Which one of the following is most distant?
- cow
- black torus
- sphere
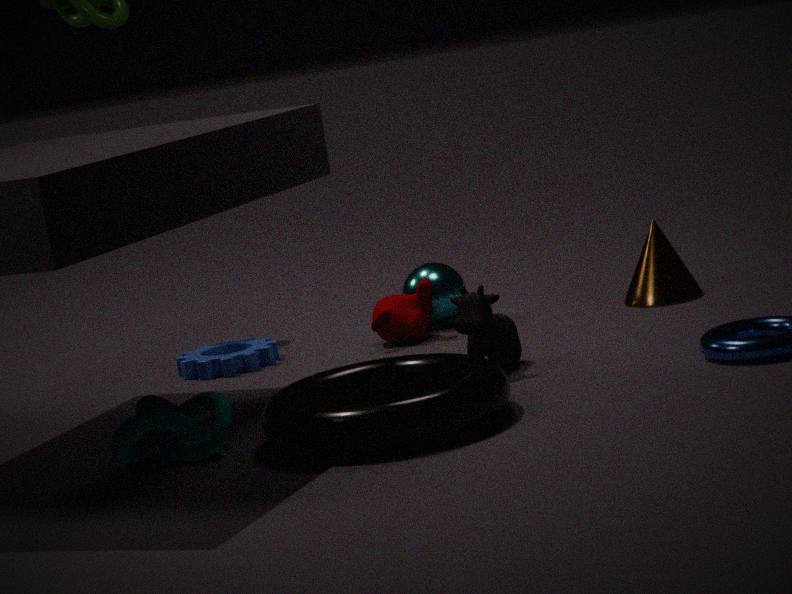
Answer: sphere
